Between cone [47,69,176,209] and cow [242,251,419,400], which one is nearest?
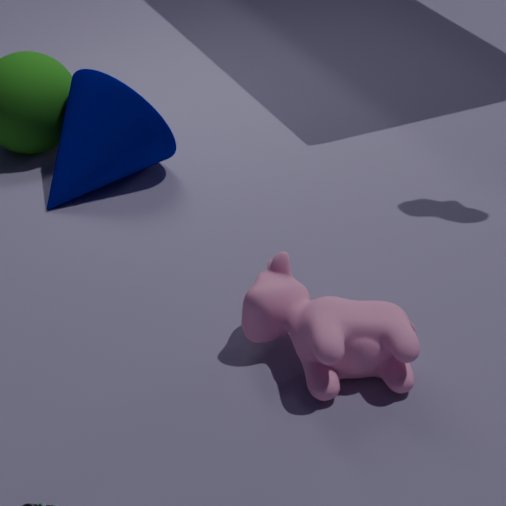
cow [242,251,419,400]
